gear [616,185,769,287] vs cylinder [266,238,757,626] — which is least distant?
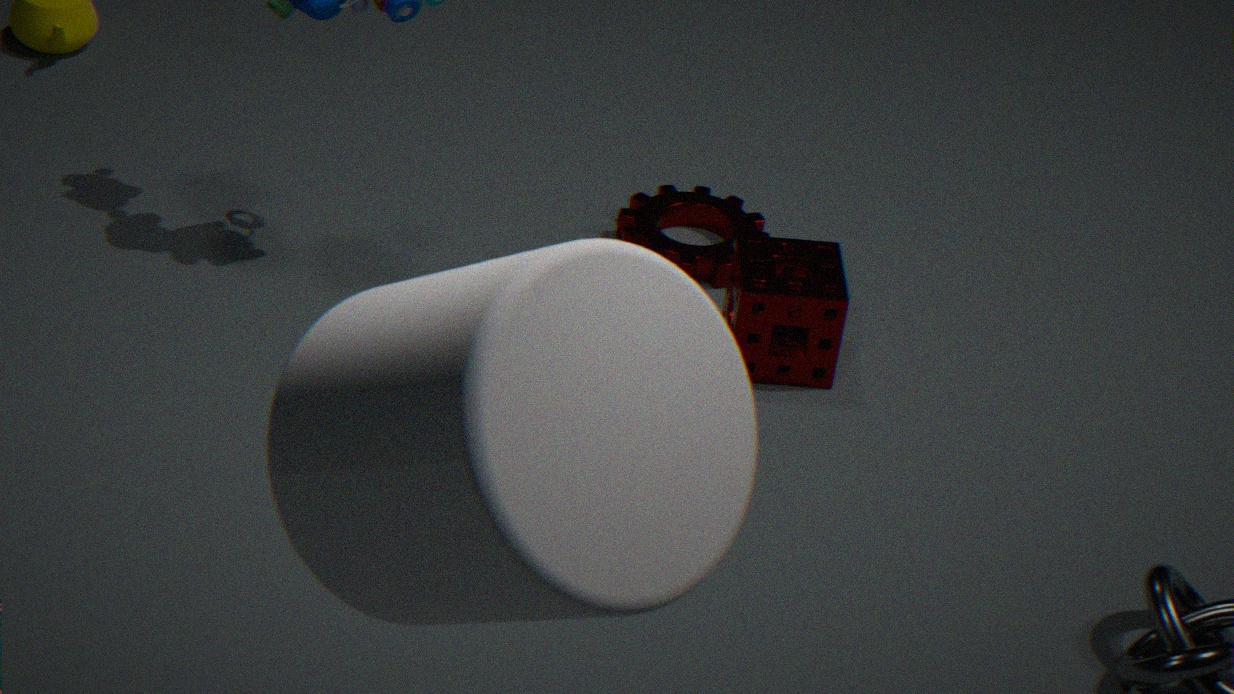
cylinder [266,238,757,626]
